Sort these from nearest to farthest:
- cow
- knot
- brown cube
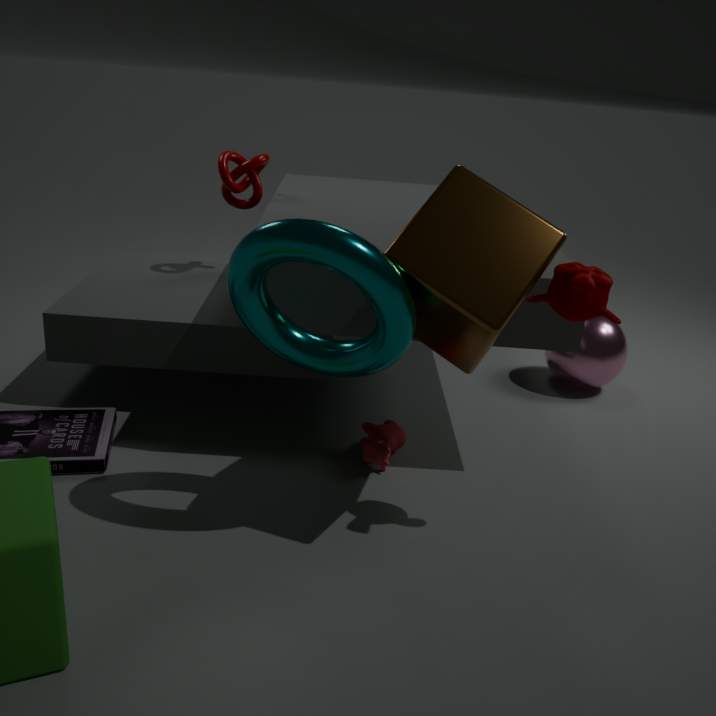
brown cube → cow → knot
